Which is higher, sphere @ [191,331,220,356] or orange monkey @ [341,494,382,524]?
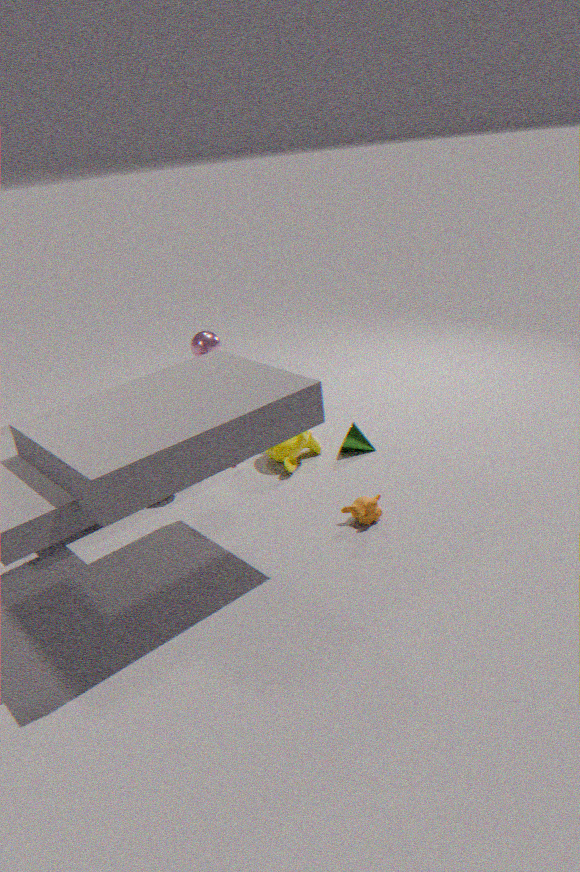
sphere @ [191,331,220,356]
